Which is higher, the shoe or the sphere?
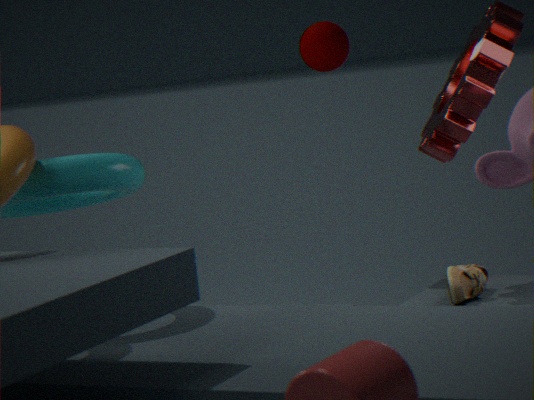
the sphere
